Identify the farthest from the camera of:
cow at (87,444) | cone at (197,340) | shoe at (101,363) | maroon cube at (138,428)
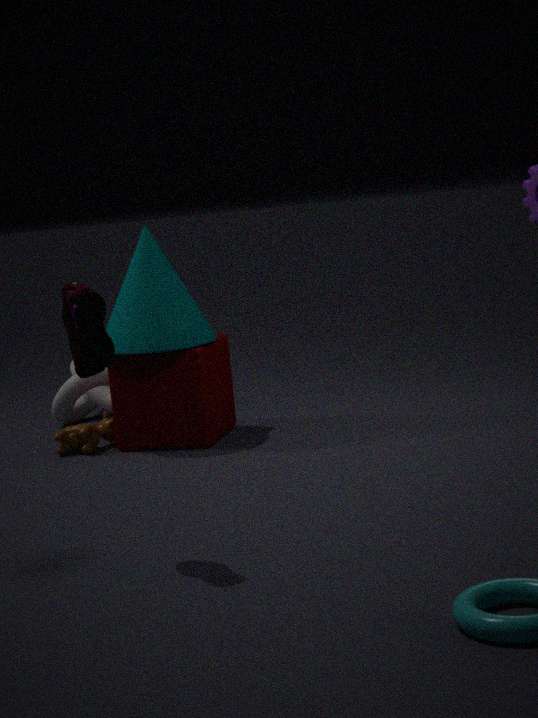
cow at (87,444)
